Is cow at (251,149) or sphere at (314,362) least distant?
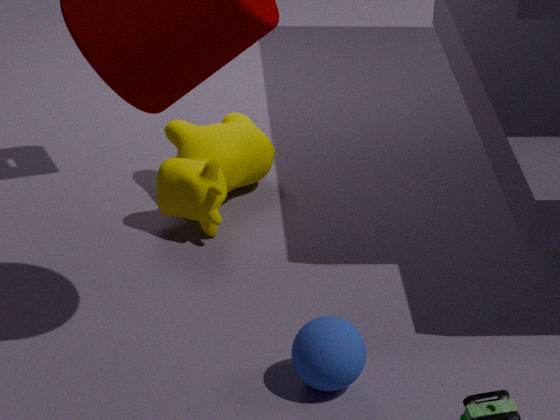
sphere at (314,362)
